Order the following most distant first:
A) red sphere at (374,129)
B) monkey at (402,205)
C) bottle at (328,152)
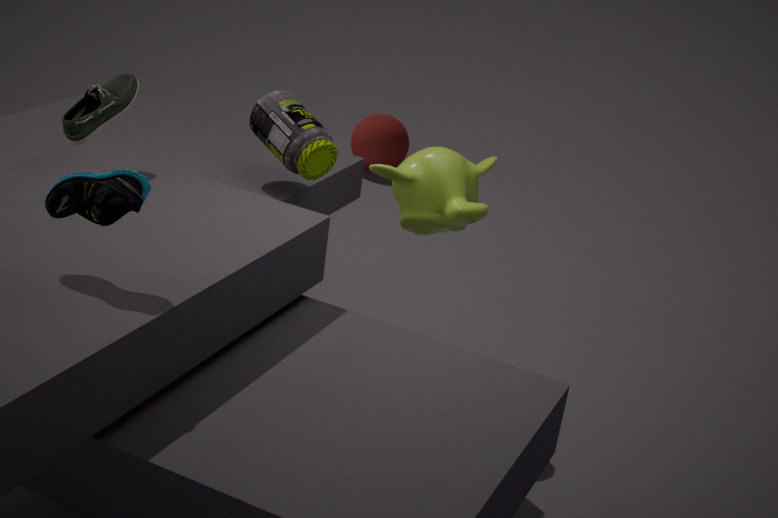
Answer: 1. red sphere at (374,129)
2. bottle at (328,152)
3. monkey at (402,205)
